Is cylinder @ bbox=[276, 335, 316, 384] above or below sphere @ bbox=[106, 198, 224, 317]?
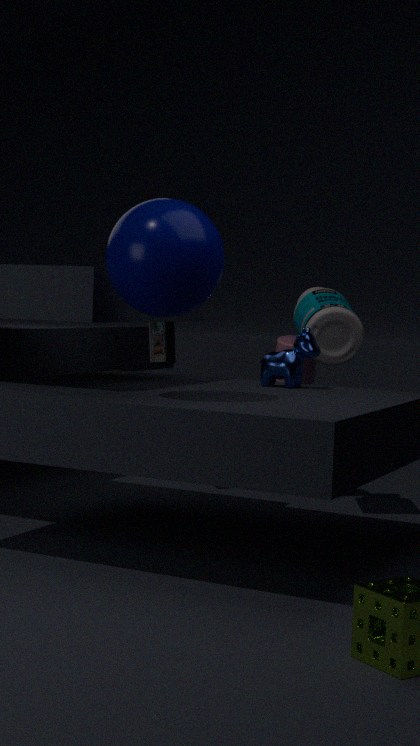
below
